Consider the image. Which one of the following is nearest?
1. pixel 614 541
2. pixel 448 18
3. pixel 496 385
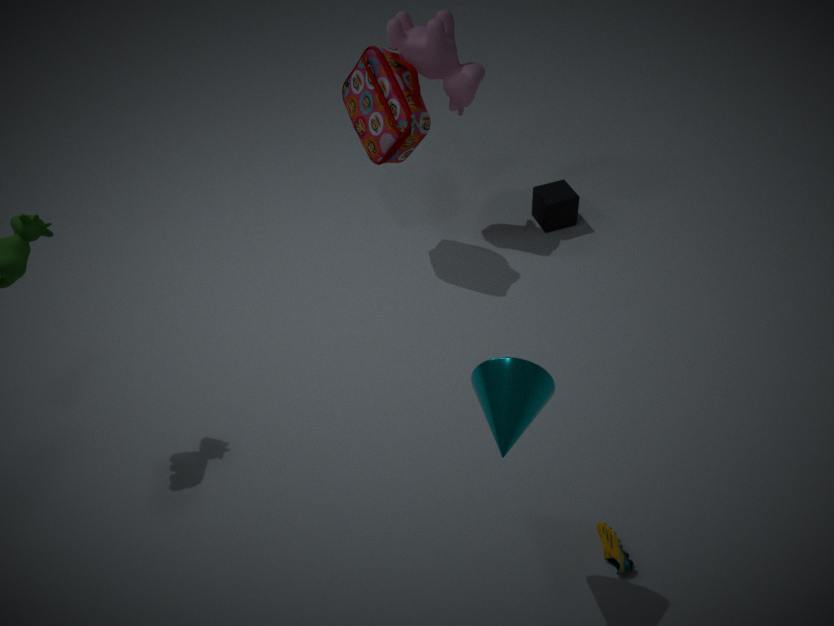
pixel 496 385
